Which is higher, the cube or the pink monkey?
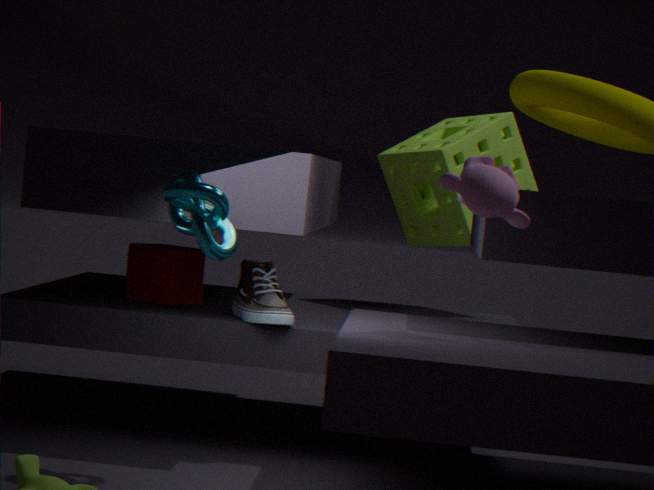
the pink monkey
